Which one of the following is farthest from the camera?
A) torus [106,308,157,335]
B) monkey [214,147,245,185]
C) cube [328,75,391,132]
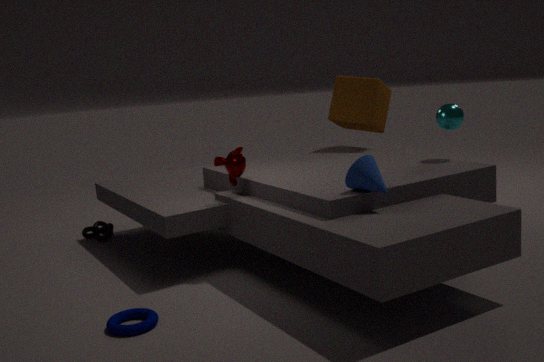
cube [328,75,391,132]
